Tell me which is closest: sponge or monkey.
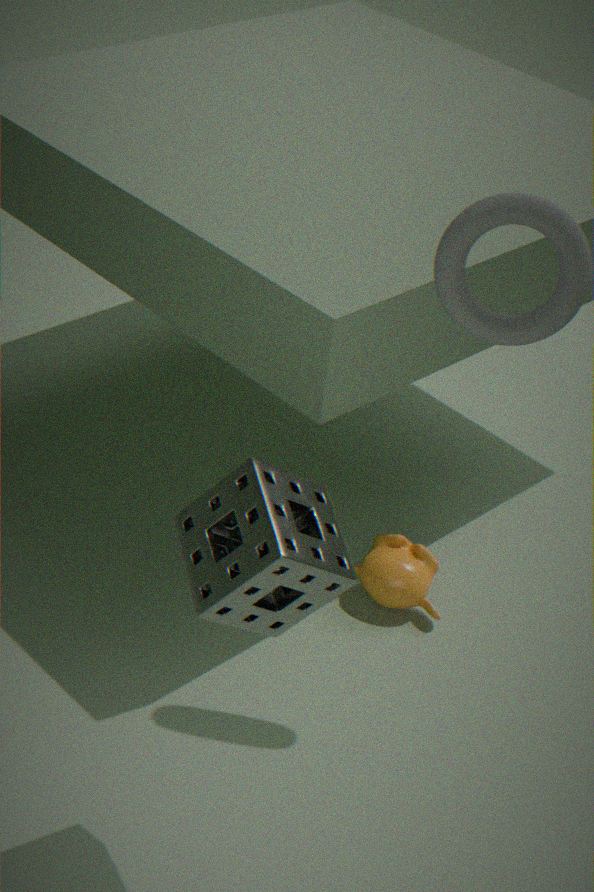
sponge
